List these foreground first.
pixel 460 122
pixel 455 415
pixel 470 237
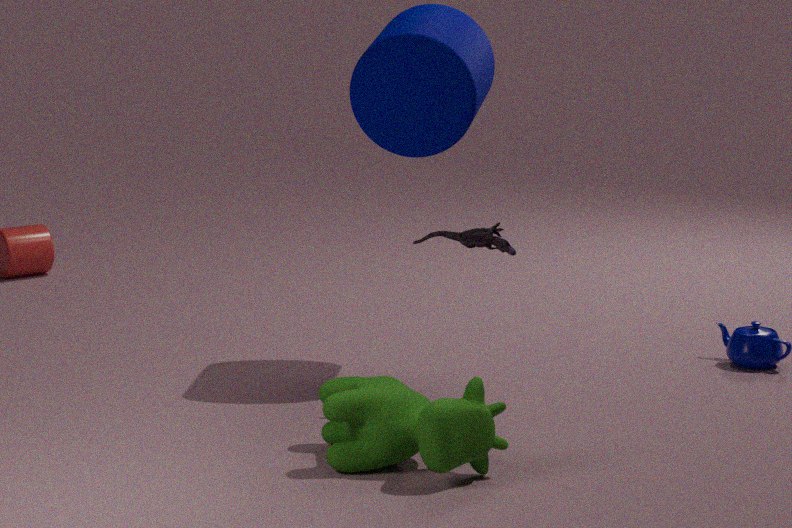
1. pixel 455 415
2. pixel 470 237
3. pixel 460 122
